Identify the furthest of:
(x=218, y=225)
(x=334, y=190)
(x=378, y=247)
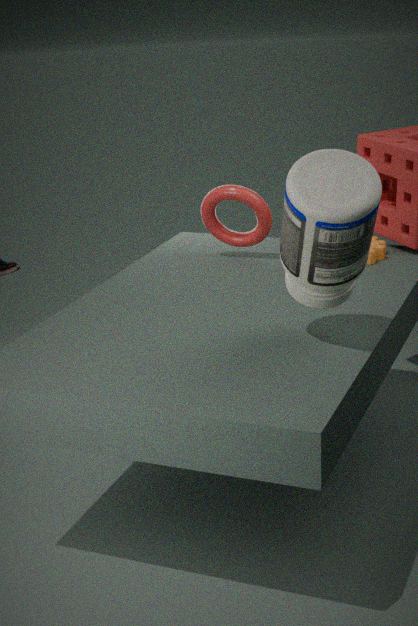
(x=218, y=225)
